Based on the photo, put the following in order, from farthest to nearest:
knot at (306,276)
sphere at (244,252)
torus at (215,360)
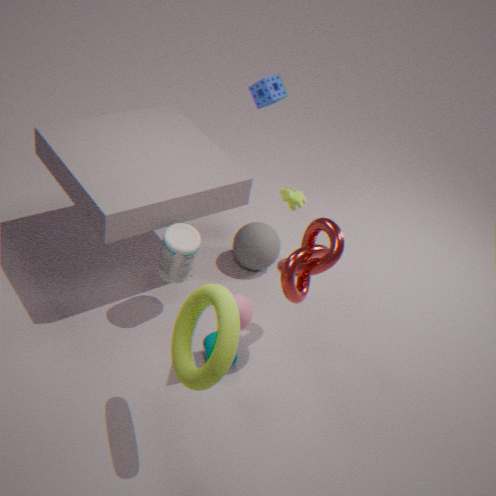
sphere at (244,252) → knot at (306,276) → torus at (215,360)
